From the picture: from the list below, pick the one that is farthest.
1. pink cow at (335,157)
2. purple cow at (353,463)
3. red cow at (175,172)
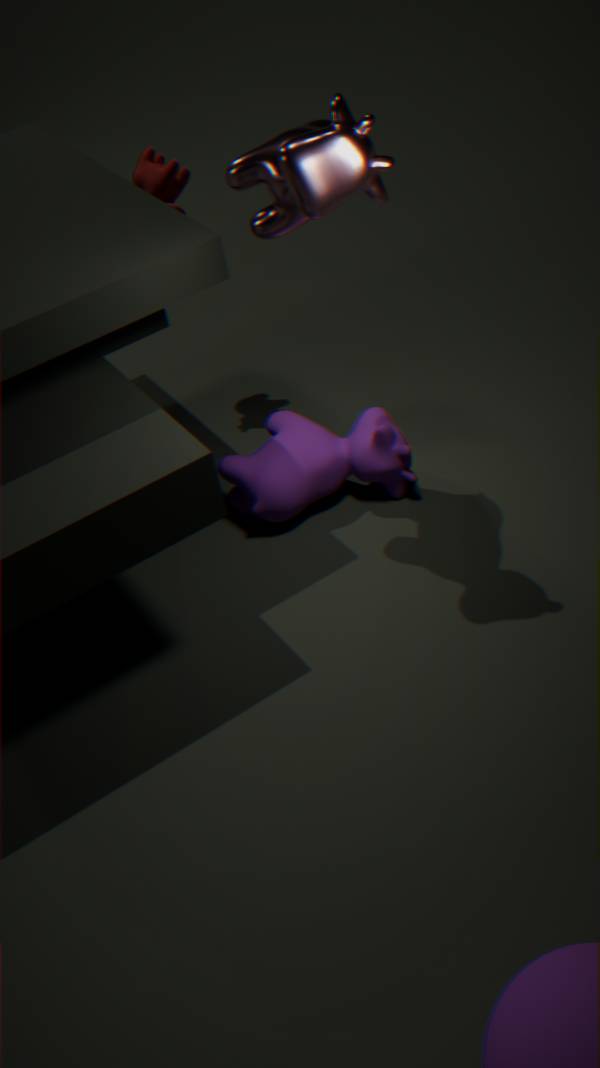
red cow at (175,172)
